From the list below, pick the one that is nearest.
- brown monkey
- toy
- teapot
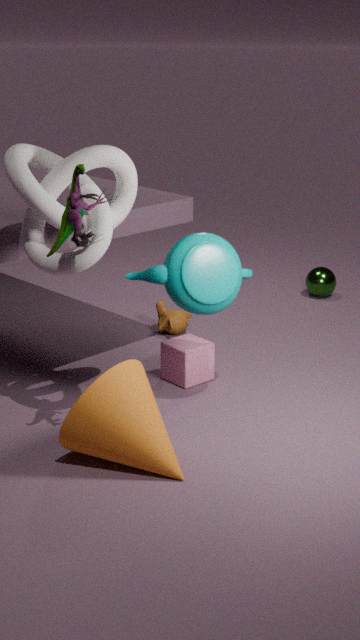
toy
